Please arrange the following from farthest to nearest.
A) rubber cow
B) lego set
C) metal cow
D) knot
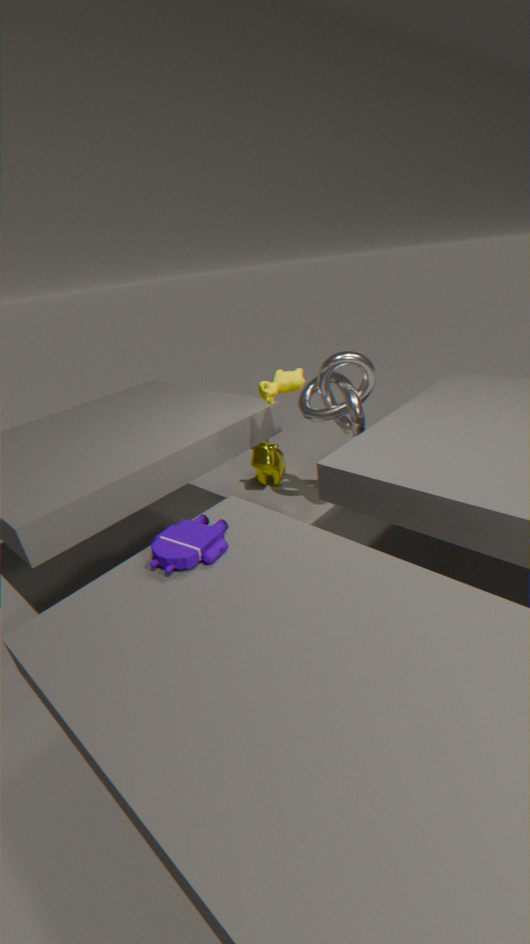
metal cow, knot, rubber cow, lego set
